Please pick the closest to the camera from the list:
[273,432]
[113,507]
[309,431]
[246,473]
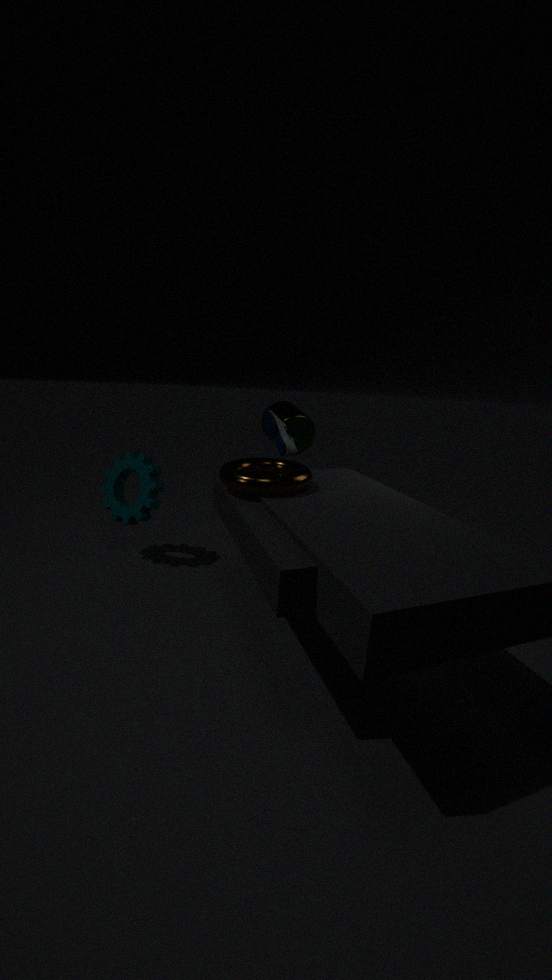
[246,473]
